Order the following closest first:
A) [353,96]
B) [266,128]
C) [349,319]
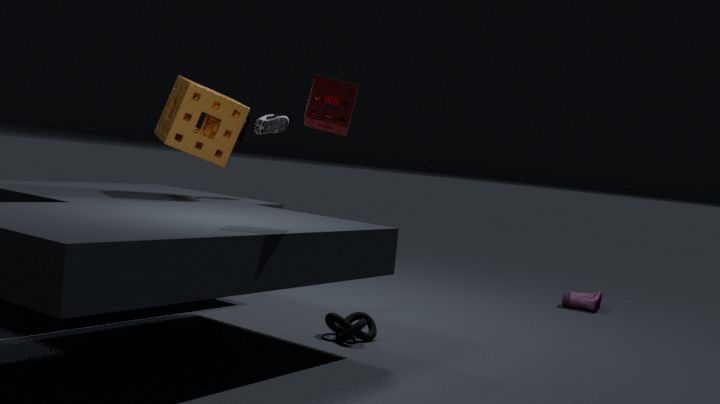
A. [353,96], C. [349,319], B. [266,128]
